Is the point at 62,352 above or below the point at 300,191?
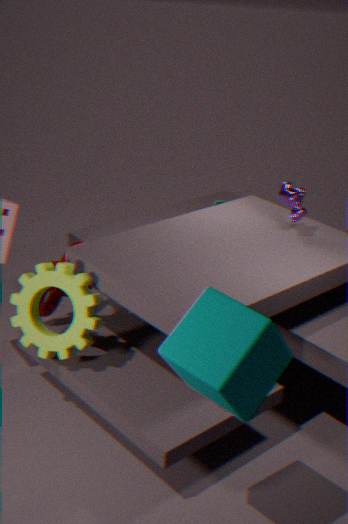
below
